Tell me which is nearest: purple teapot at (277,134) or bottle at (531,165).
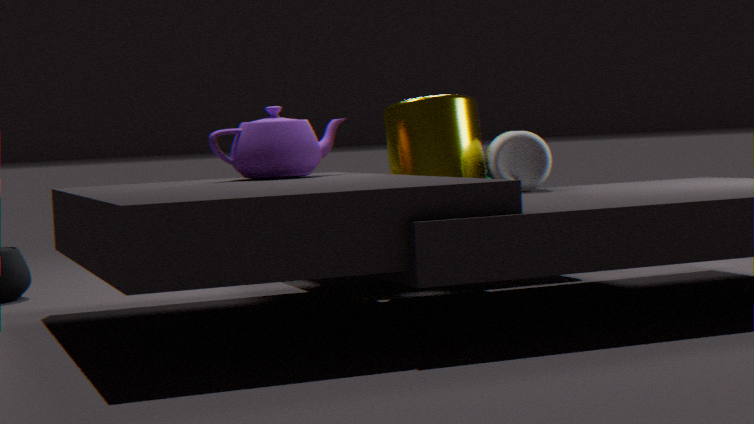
purple teapot at (277,134)
